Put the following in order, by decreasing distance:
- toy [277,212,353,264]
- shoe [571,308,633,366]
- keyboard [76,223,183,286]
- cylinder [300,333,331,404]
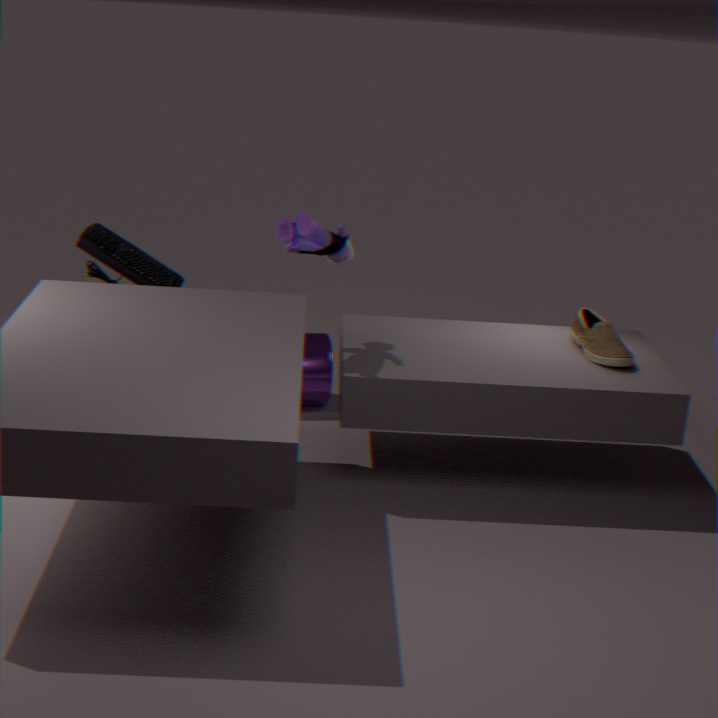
cylinder [300,333,331,404] < keyboard [76,223,183,286] < shoe [571,308,633,366] < toy [277,212,353,264]
